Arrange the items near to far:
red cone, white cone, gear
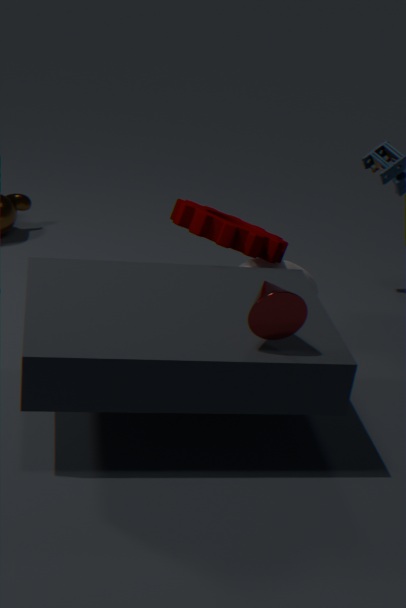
red cone < gear < white cone
